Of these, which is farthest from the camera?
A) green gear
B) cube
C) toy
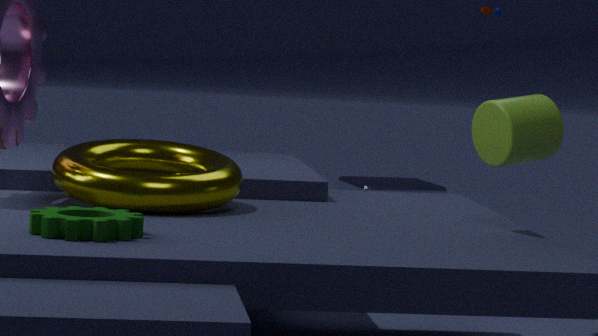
cube
